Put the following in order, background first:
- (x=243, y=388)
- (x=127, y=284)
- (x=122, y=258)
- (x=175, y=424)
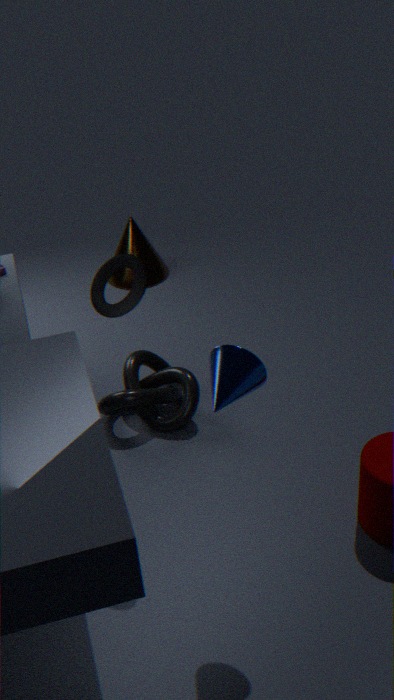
(x=127, y=284) → (x=175, y=424) → (x=122, y=258) → (x=243, y=388)
